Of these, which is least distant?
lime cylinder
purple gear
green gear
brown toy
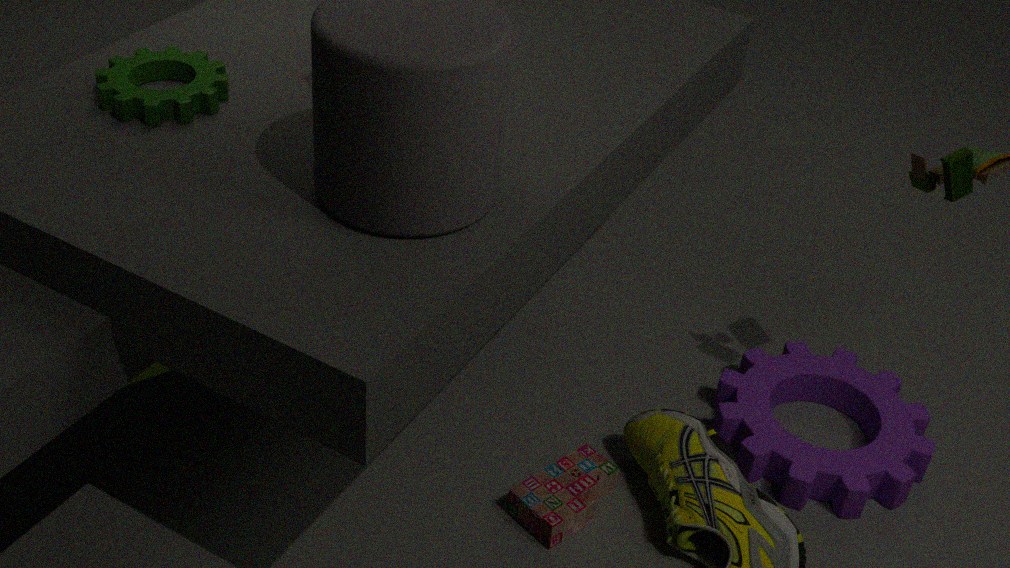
green gear
